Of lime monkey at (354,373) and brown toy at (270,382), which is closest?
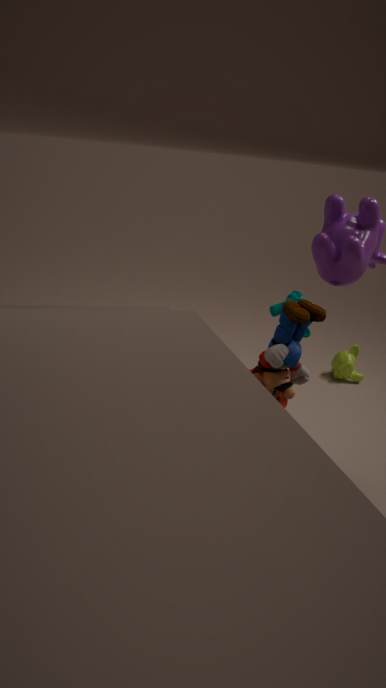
brown toy at (270,382)
